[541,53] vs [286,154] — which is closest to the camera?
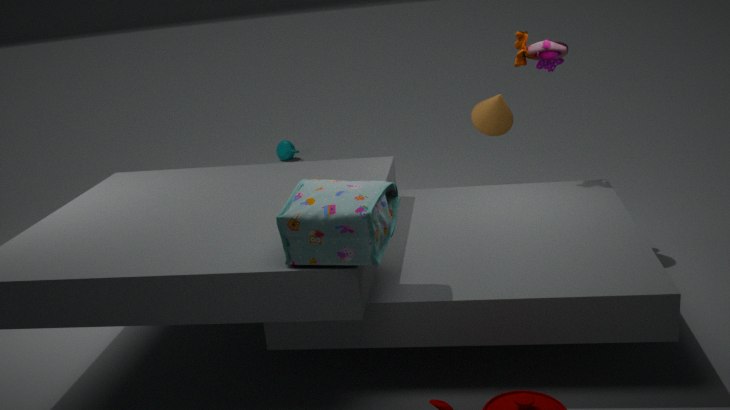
[541,53]
